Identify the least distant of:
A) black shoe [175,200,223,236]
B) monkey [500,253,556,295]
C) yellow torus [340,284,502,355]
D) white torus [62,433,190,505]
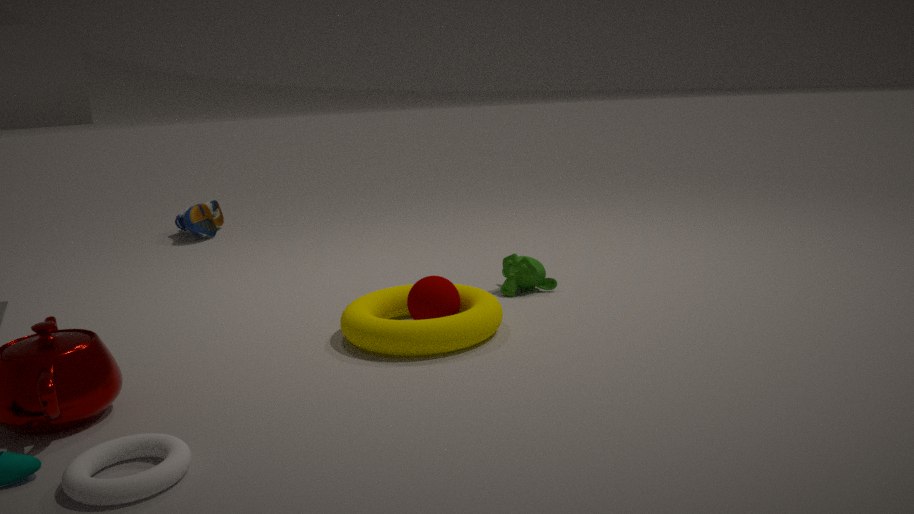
D. white torus [62,433,190,505]
